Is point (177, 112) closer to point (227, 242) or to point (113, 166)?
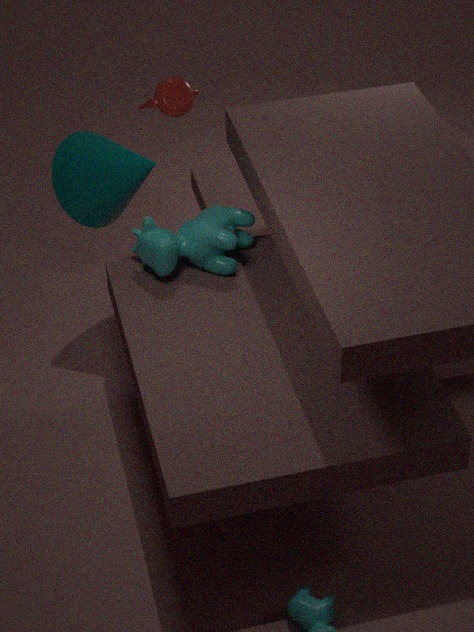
point (113, 166)
